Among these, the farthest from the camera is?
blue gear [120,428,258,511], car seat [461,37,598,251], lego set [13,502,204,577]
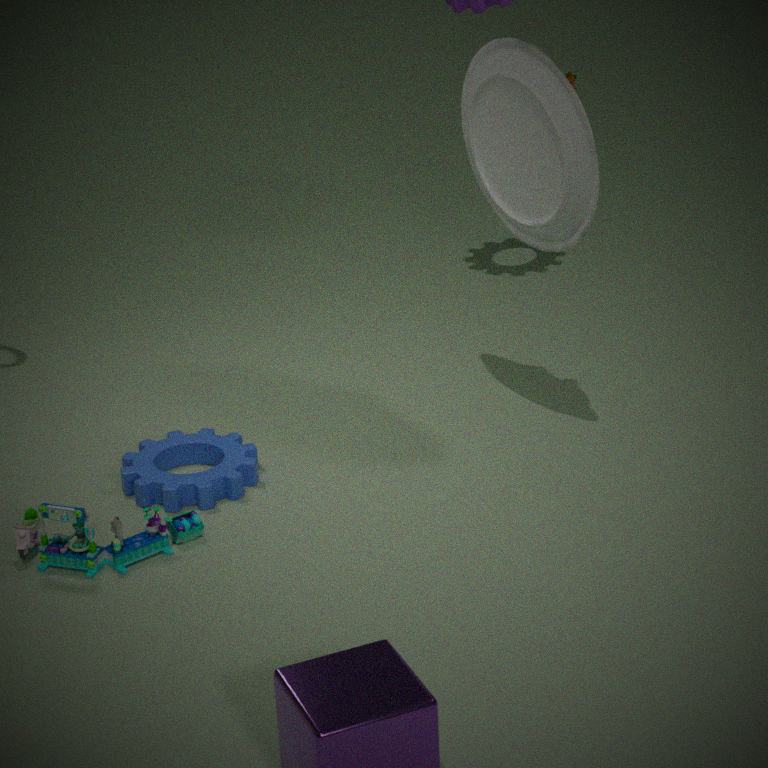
blue gear [120,428,258,511]
